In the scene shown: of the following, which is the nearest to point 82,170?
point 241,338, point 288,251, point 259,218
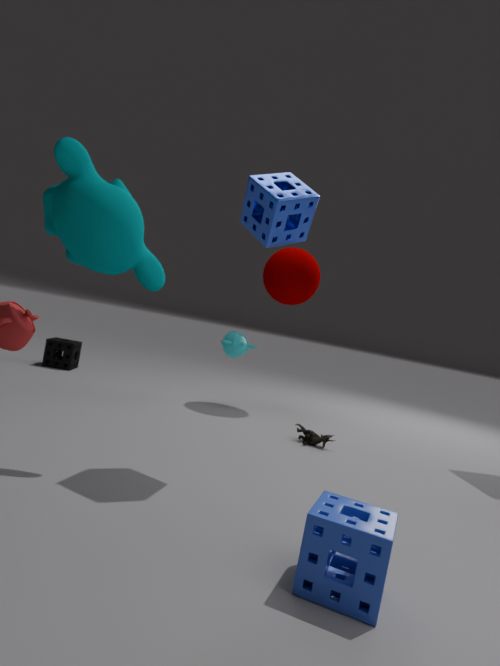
point 259,218
